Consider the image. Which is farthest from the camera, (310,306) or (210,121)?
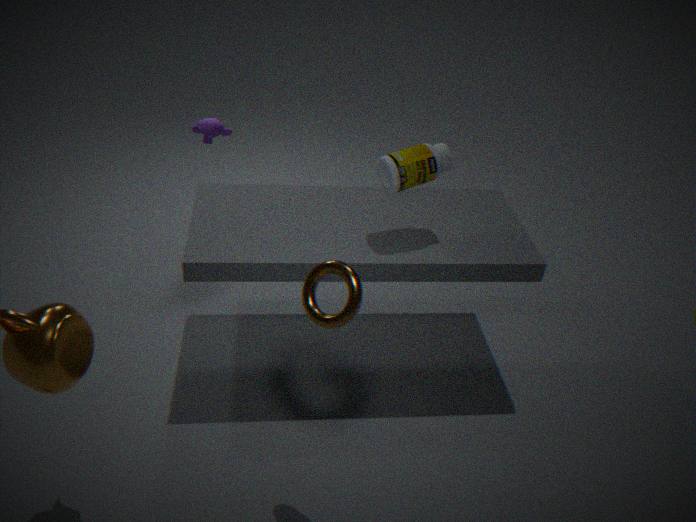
(210,121)
